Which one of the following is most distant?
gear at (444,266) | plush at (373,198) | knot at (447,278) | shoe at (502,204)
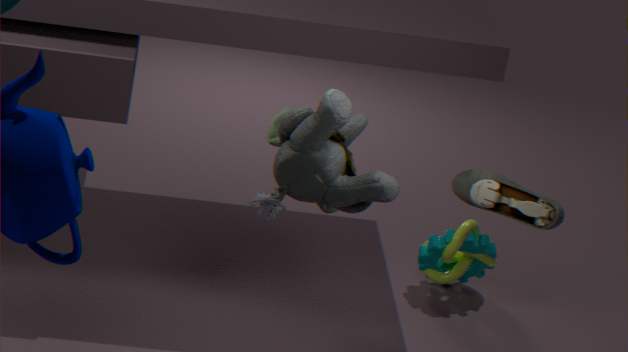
gear at (444,266)
